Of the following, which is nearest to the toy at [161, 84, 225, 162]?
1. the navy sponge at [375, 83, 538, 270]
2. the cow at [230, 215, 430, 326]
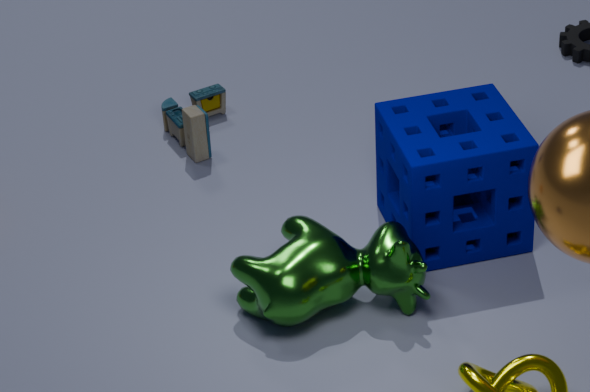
the navy sponge at [375, 83, 538, 270]
